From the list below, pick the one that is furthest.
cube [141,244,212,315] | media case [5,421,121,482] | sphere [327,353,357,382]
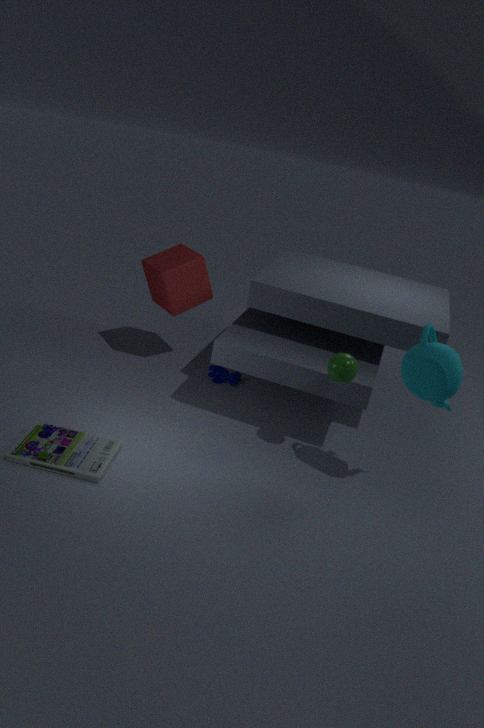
cube [141,244,212,315]
